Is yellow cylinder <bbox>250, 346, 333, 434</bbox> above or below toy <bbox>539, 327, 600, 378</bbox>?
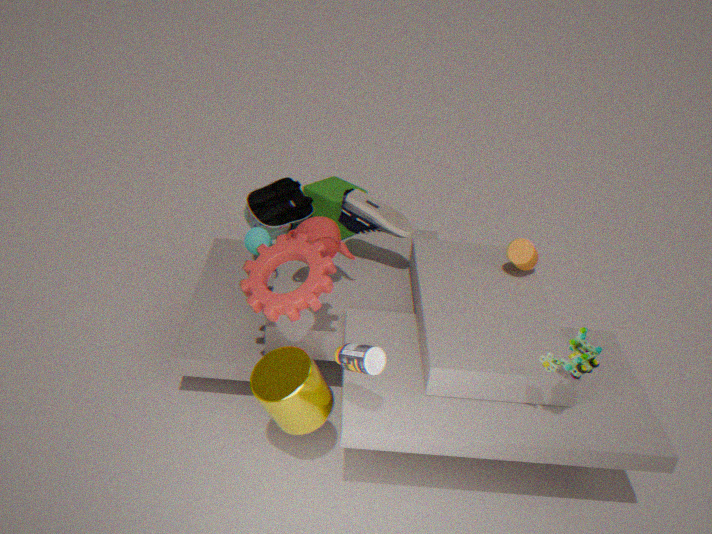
below
